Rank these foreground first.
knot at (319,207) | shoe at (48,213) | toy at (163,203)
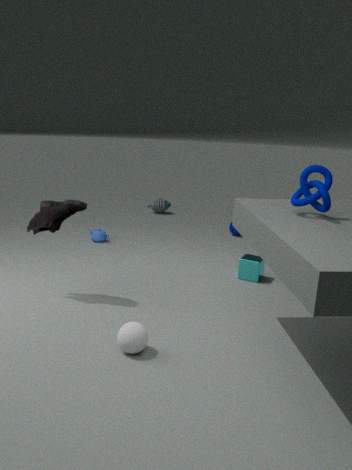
knot at (319,207) < shoe at (48,213) < toy at (163,203)
